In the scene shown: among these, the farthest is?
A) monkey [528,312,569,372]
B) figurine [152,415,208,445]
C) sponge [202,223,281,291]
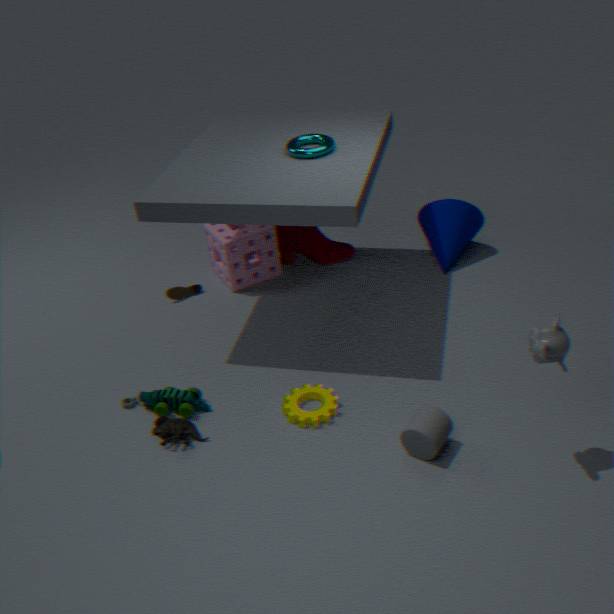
sponge [202,223,281,291]
